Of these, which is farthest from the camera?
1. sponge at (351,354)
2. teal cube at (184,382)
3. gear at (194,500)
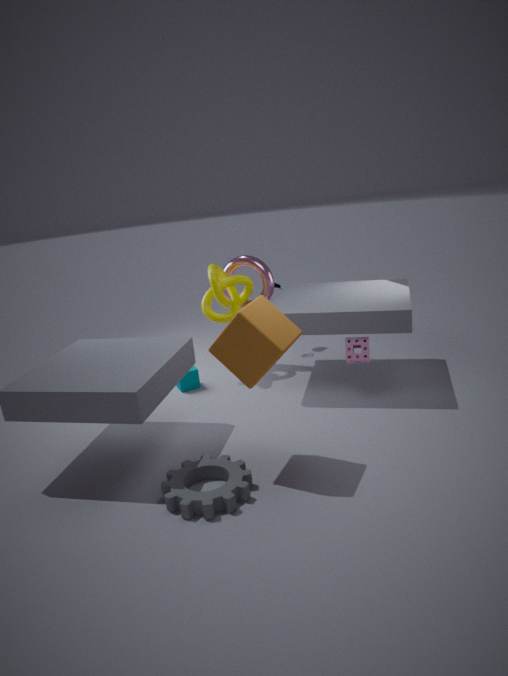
teal cube at (184,382)
